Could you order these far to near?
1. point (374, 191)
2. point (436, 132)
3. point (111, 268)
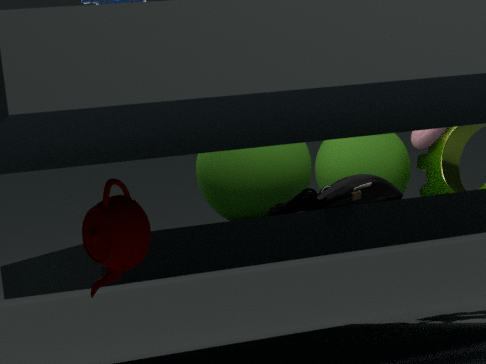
point (436, 132), point (374, 191), point (111, 268)
